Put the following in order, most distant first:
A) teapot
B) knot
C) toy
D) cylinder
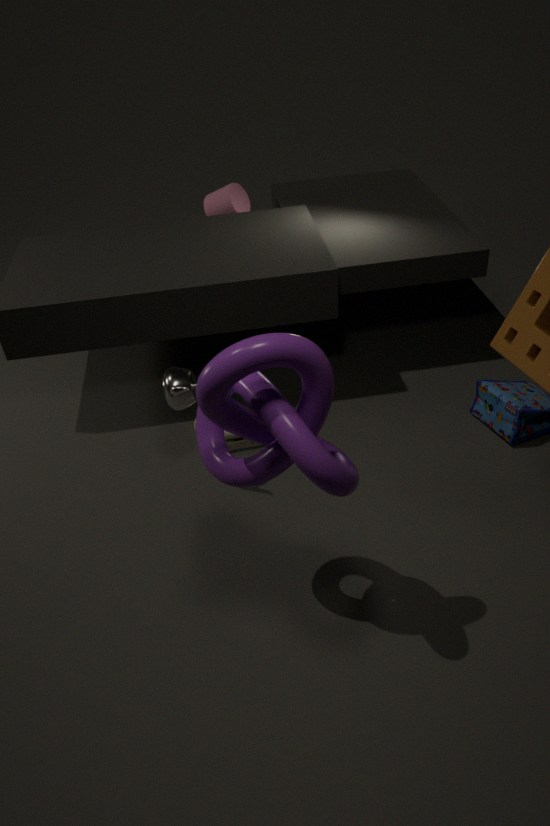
cylinder, toy, teapot, knot
